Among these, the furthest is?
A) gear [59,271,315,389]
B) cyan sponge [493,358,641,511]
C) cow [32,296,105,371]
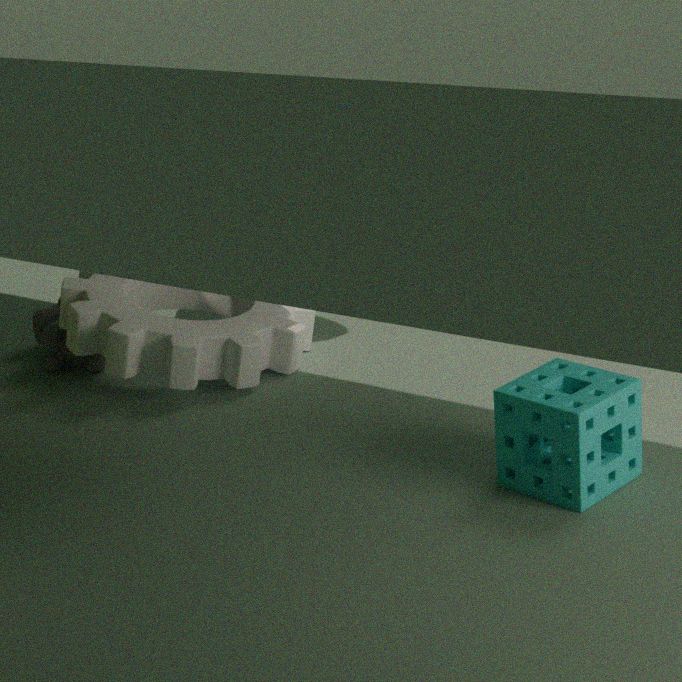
cow [32,296,105,371]
